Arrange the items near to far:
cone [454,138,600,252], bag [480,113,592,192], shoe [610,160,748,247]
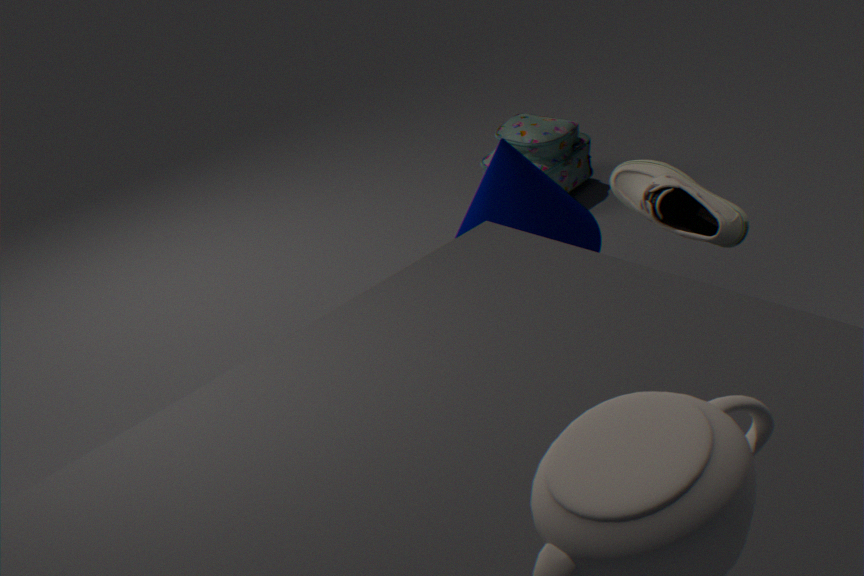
shoe [610,160,748,247], cone [454,138,600,252], bag [480,113,592,192]
